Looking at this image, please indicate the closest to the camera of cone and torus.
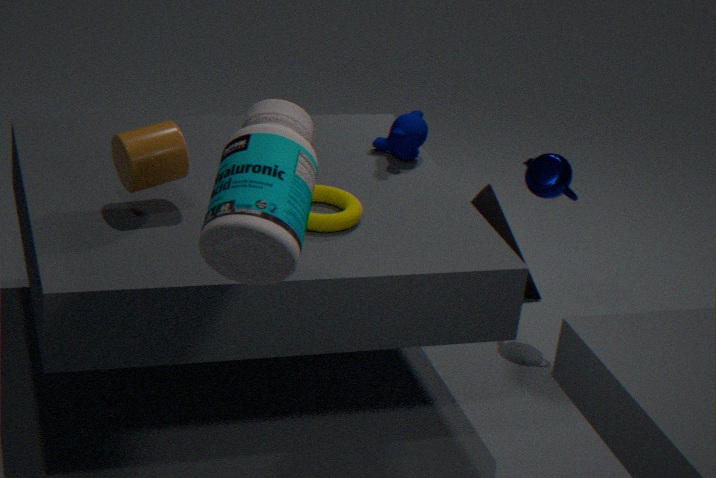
torus
